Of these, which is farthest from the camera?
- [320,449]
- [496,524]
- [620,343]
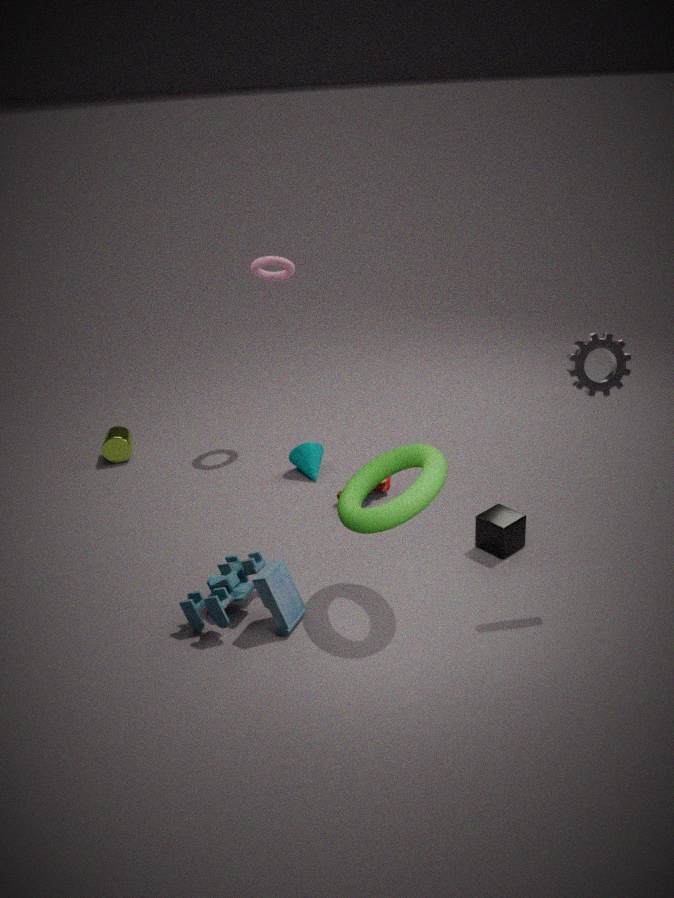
[320,449]
